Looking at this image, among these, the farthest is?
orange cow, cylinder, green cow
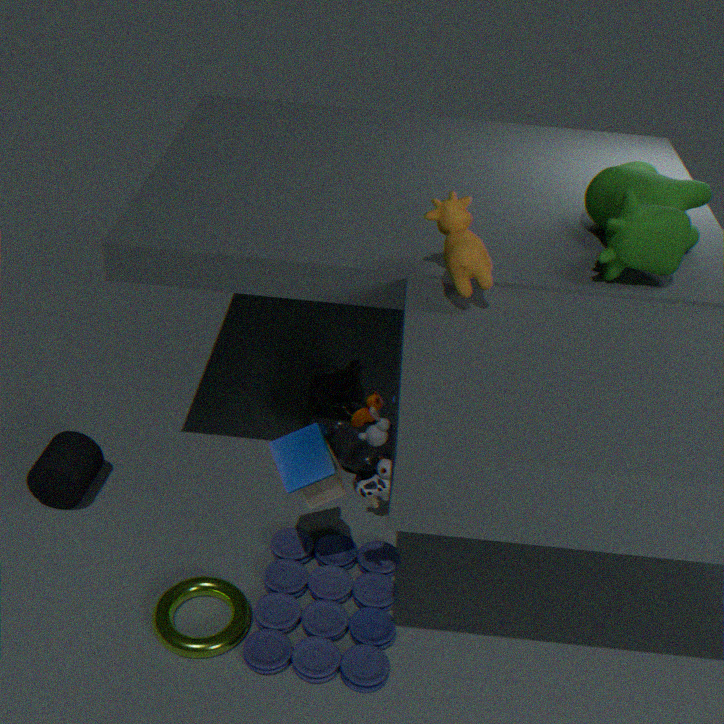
cylinder
